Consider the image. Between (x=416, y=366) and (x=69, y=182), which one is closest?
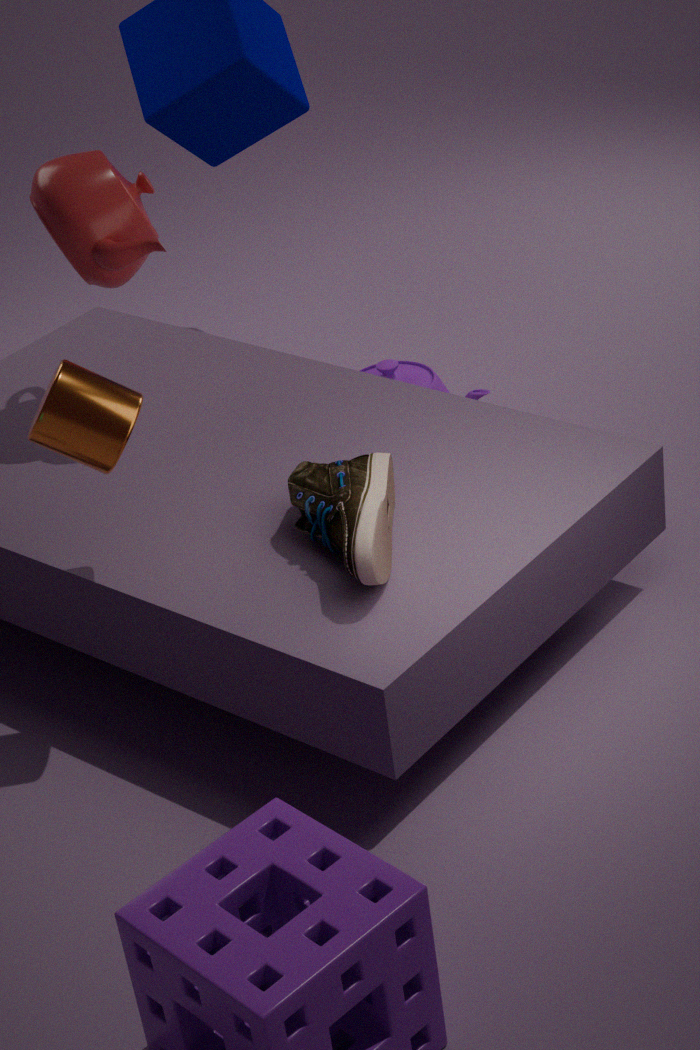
(x=69, y=182)
